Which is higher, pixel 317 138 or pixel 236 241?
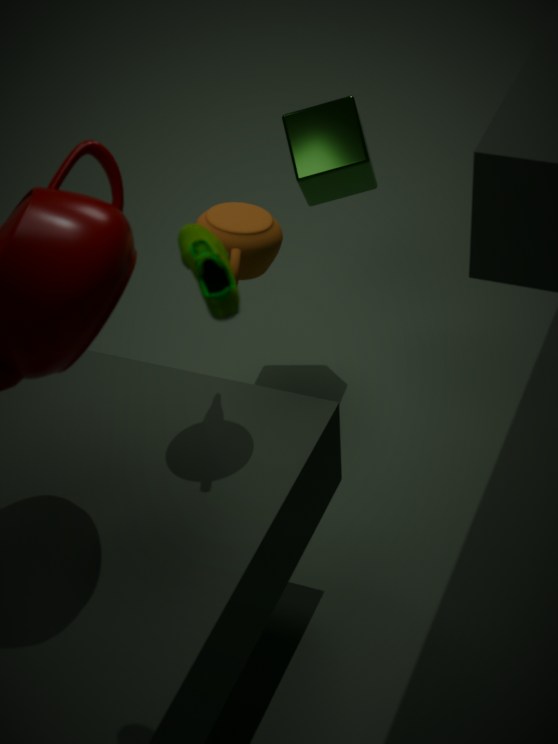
pixel 236 241
